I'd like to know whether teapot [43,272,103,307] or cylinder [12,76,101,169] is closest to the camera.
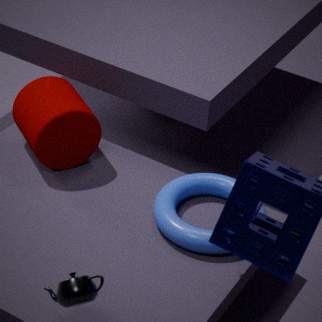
teapot [43,272,103,307]
